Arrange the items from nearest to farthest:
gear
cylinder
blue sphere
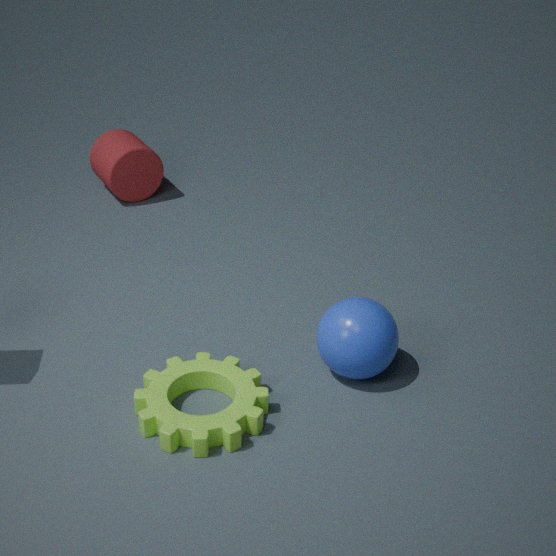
1. gear
2. blue sphere
3. cylinder
